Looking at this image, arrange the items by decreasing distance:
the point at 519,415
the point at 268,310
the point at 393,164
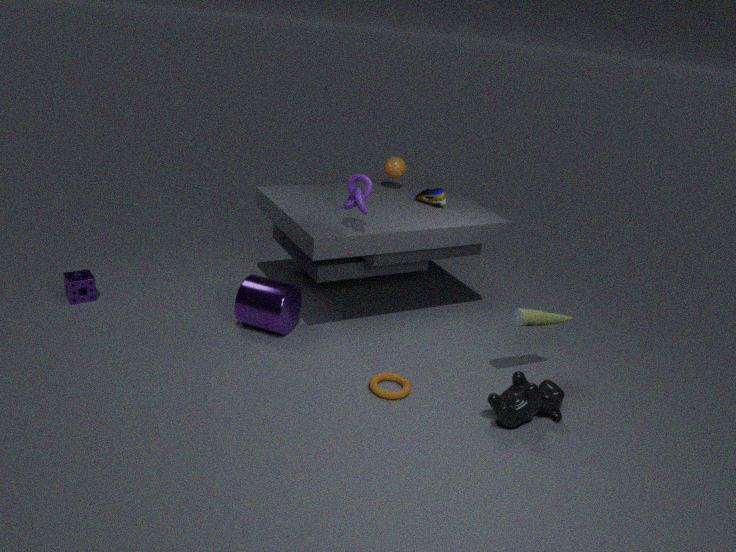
the point at 393,164 < the point at 268,310 < the point at 519,415
